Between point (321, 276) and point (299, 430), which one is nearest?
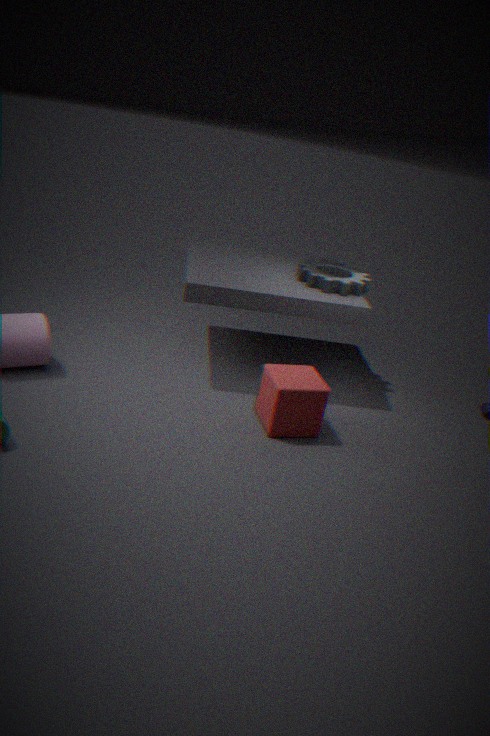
point (299, 430)
